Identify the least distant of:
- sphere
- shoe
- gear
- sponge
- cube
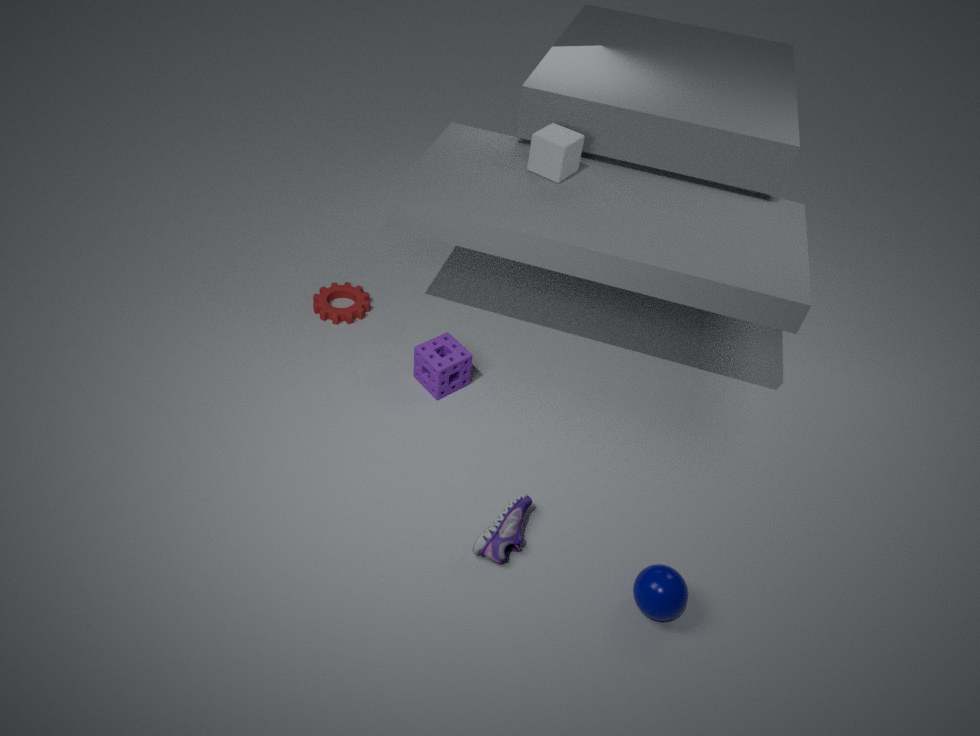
sphere
